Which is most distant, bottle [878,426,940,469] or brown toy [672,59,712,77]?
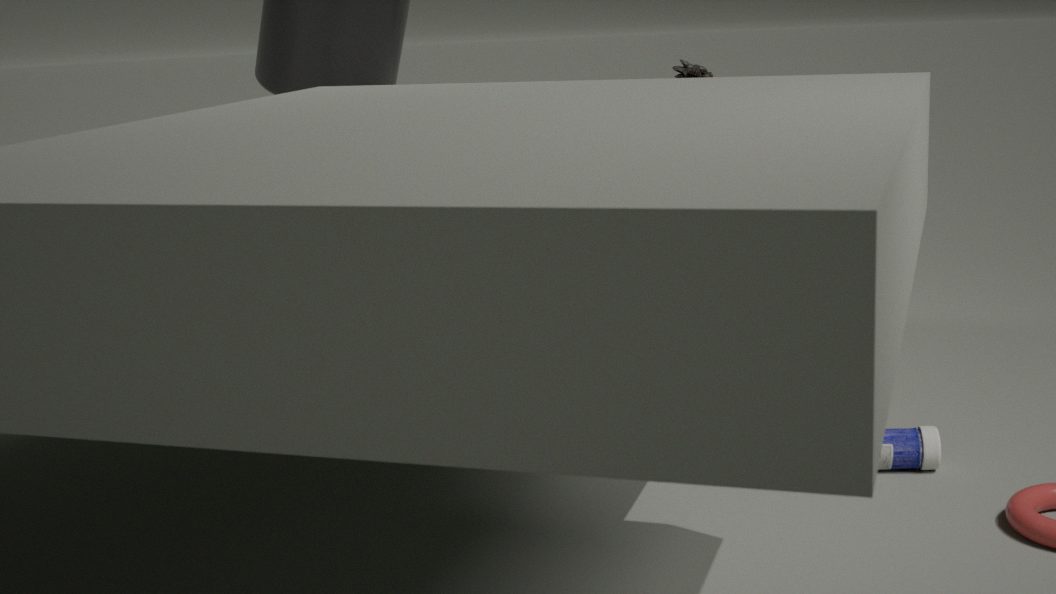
brown toy [672,59,712,77]
